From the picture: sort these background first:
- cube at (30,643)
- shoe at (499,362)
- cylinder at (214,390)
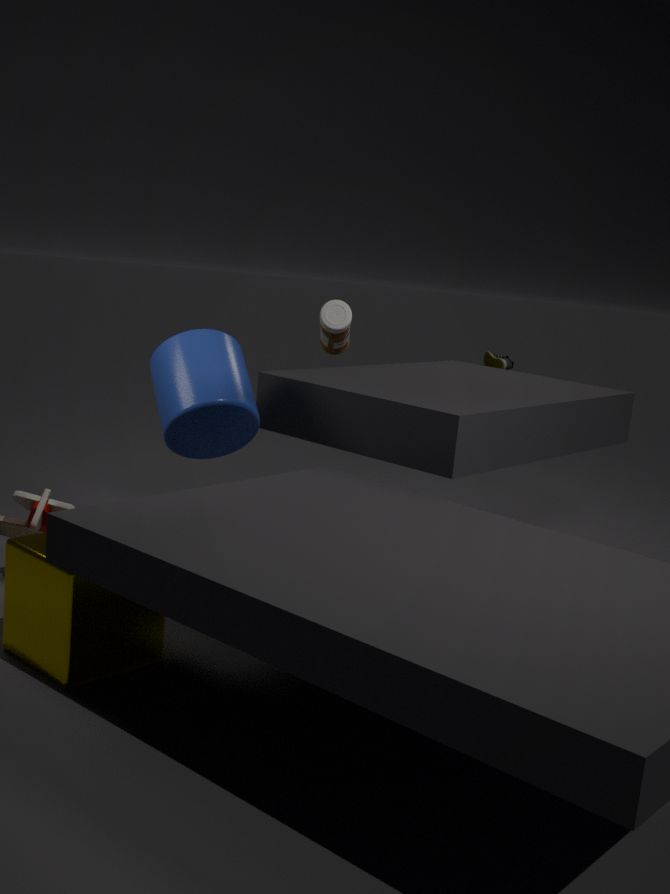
1. shoe at (499,362)
2. cylinder at (214,390)
3. cube at (30,643)
